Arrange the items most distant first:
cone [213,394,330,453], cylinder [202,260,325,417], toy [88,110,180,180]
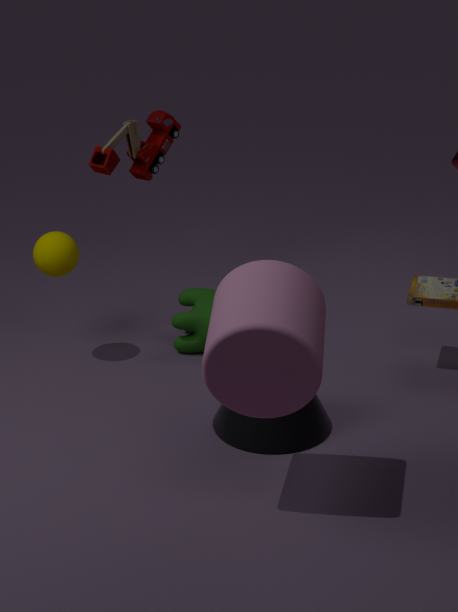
1. toy [88,110,180,180]
2. cone [213,394,330,453]
3. cylinder [202,260,325,417]
